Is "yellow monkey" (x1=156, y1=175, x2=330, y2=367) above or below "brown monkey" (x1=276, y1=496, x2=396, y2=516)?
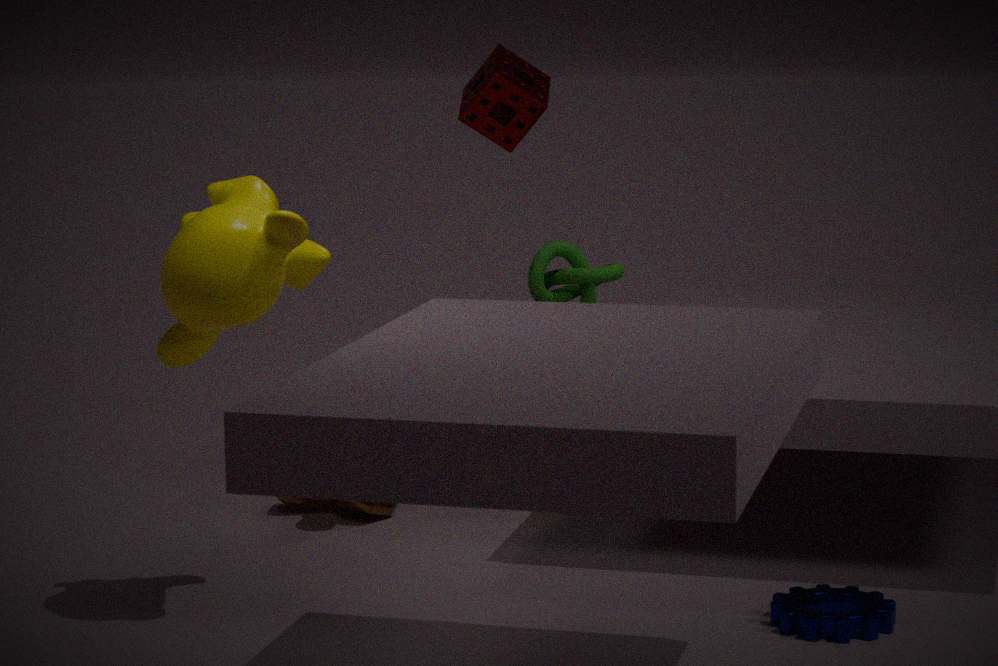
above
